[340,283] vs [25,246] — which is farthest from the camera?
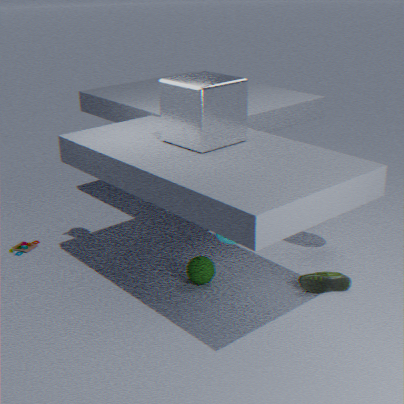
[25,246]
